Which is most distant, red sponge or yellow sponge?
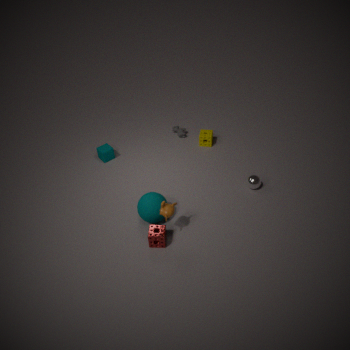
yellow sponge
